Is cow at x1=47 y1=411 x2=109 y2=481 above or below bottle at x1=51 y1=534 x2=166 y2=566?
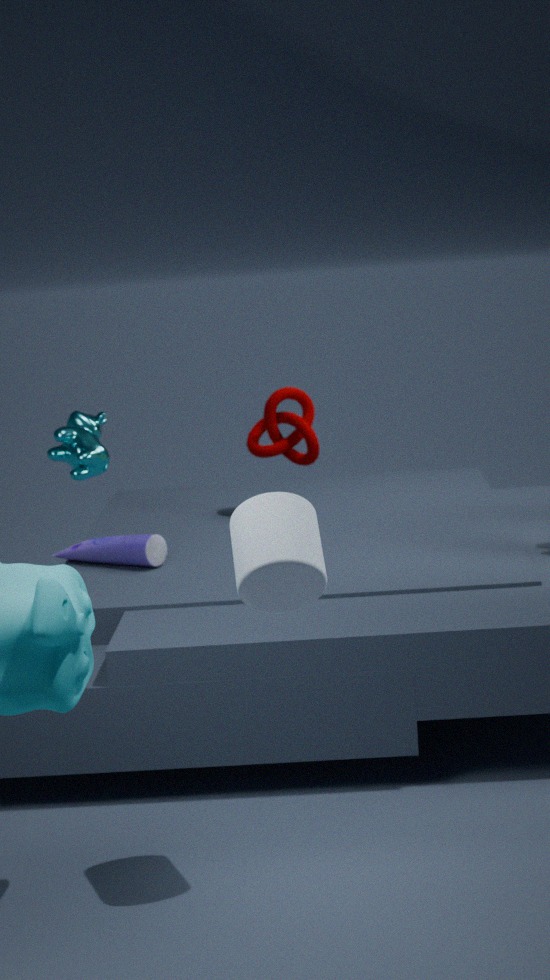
above
